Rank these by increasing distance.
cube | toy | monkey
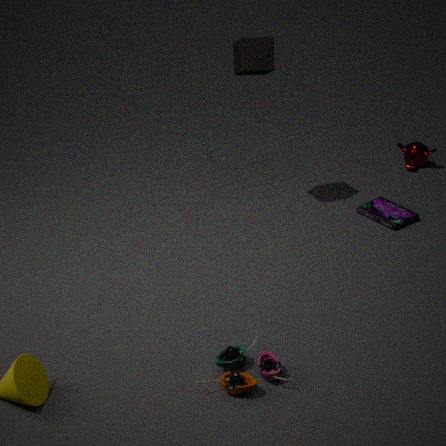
1. toy
2. cube
3. monkey
